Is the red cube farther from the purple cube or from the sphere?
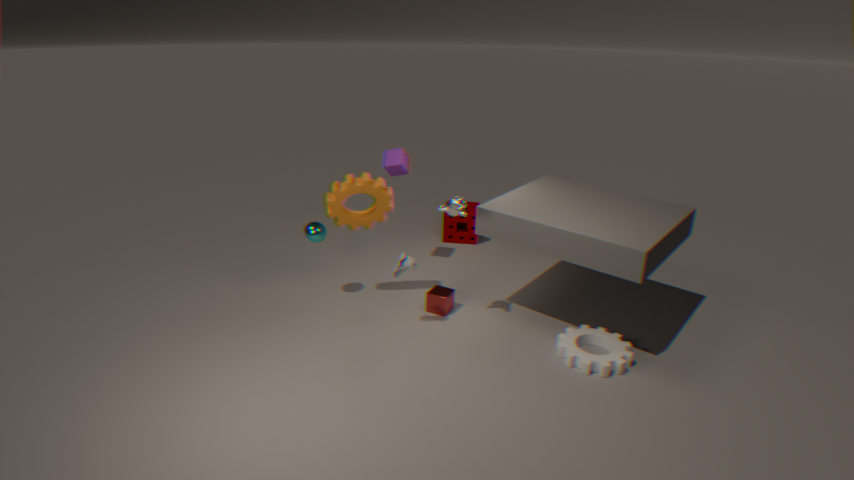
the purple cube
